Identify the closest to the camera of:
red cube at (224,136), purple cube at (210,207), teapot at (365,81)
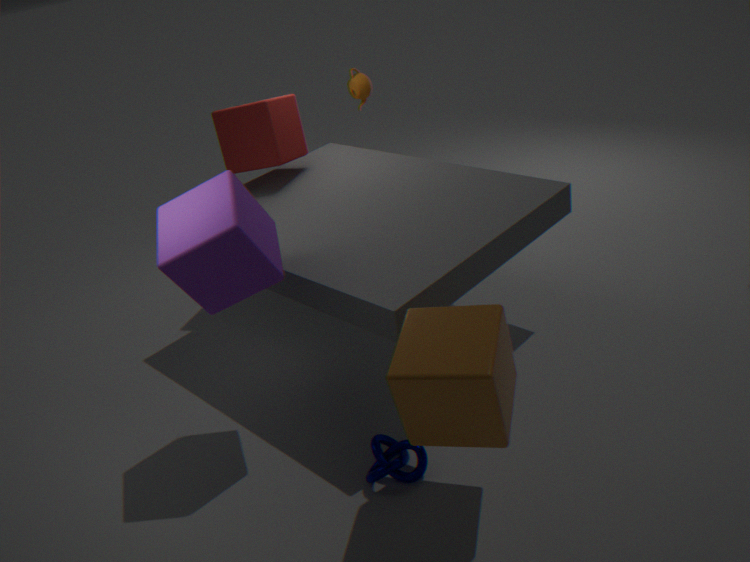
purple cube at (210,207)
